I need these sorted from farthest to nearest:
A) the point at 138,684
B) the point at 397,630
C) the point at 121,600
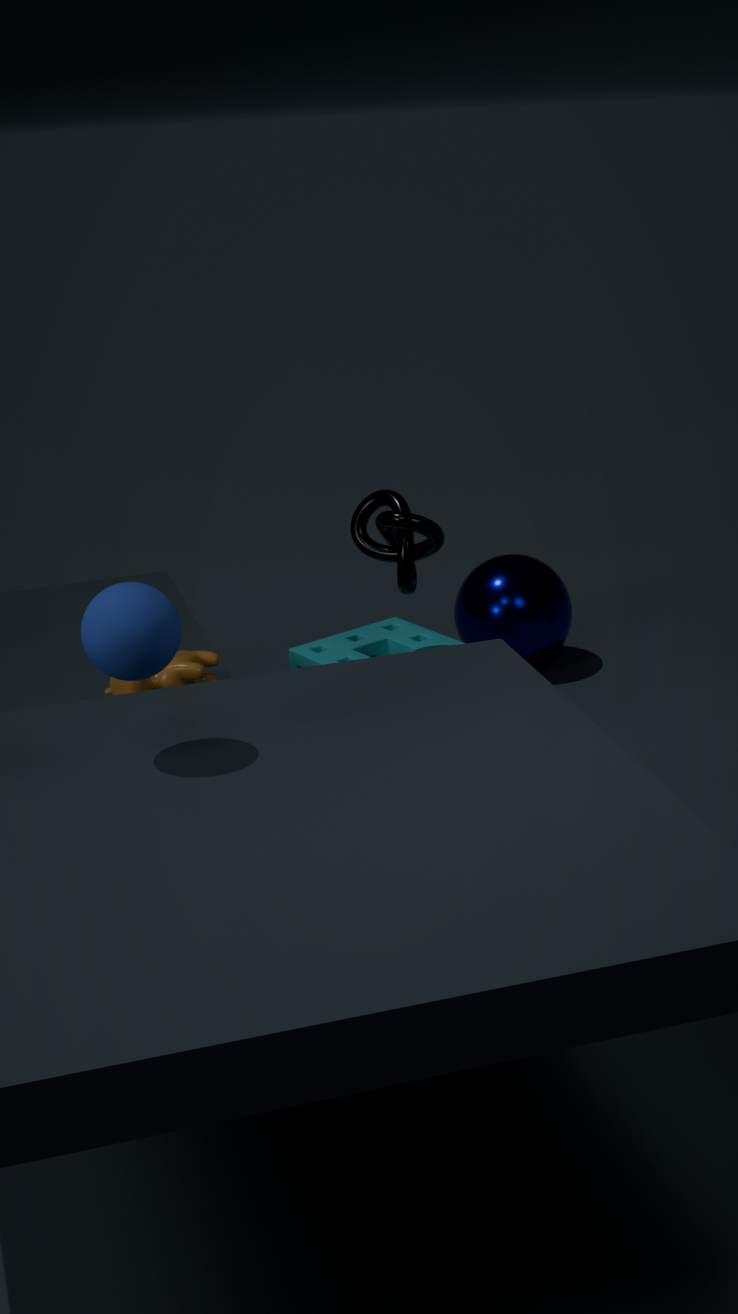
the point at 397,630, the point at 138,684, the point at 121,600
